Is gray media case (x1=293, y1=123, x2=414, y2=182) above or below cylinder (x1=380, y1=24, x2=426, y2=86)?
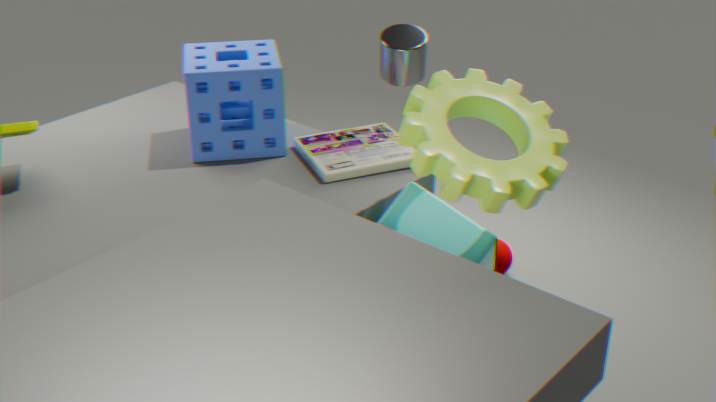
below
